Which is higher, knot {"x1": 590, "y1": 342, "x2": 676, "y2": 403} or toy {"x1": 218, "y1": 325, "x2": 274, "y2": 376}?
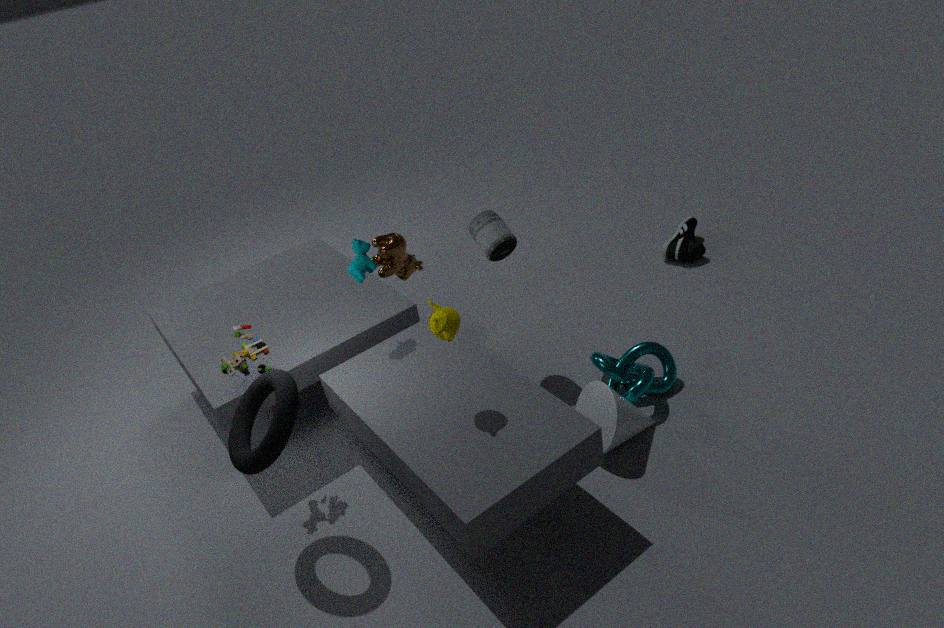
toy {"x1": 218, "y1": 325, "x2": 274, "y2": 376}
